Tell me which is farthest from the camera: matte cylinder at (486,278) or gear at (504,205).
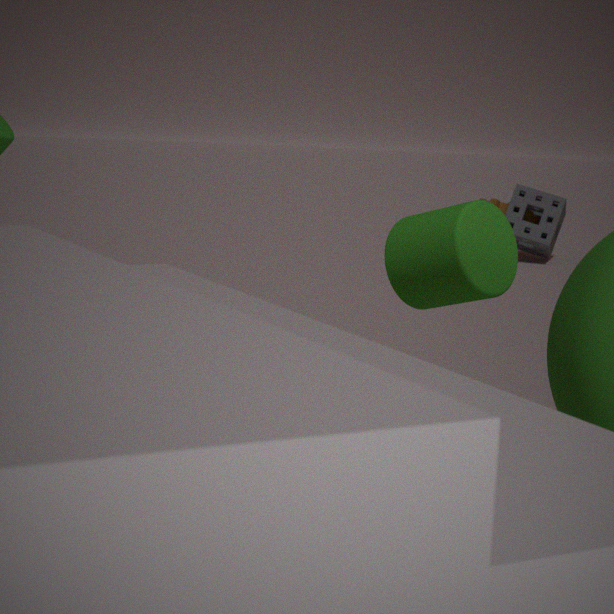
gear at (504,205)
